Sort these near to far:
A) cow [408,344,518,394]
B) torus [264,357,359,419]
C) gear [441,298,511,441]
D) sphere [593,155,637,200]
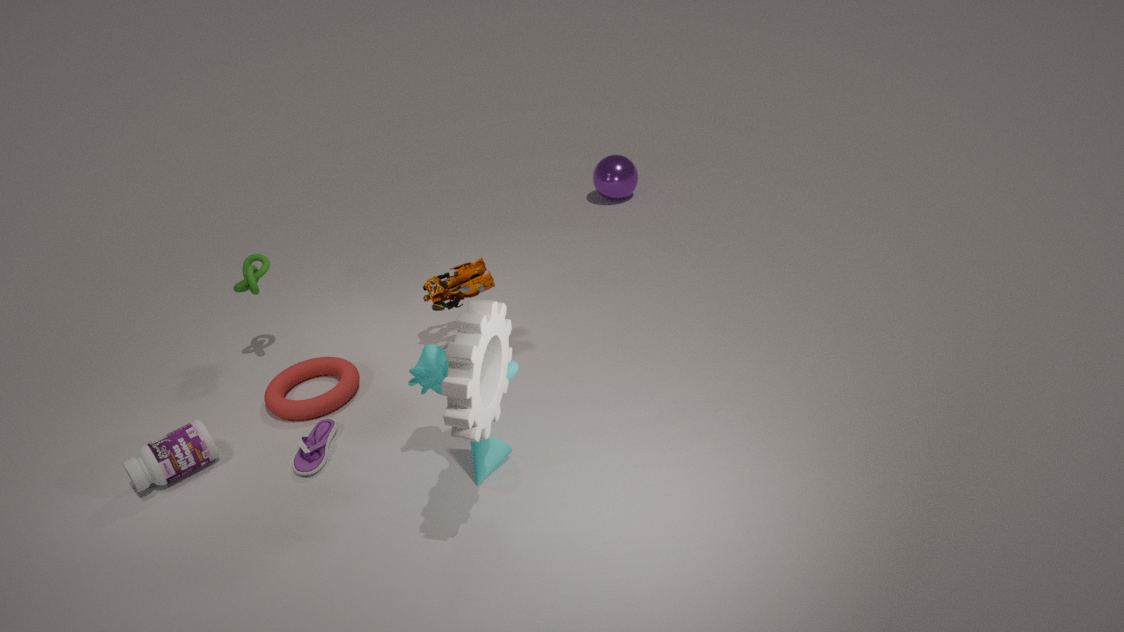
gear [441,298,511,441] → cow [408,344,518,394] → torus [264,357,359,419] → sphere [593,155,637,200]
